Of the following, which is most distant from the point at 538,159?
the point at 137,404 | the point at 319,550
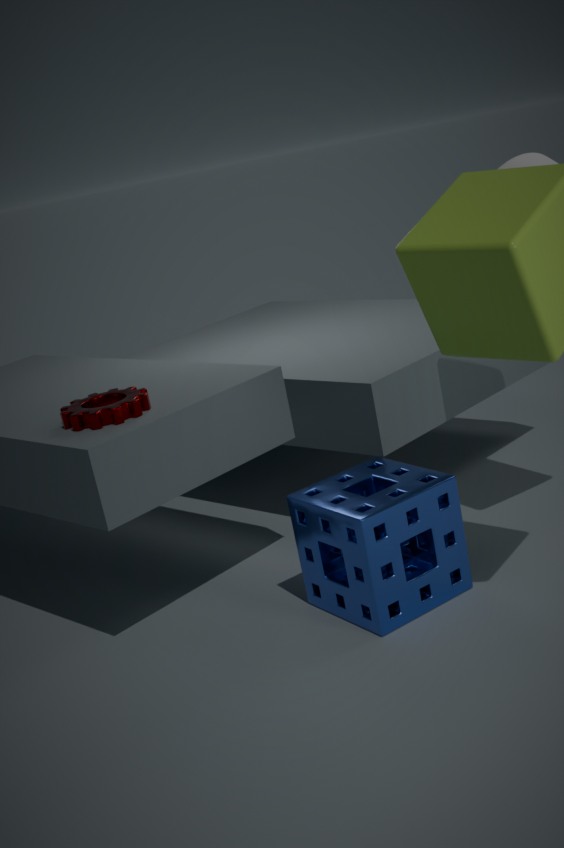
the point at 137,404
